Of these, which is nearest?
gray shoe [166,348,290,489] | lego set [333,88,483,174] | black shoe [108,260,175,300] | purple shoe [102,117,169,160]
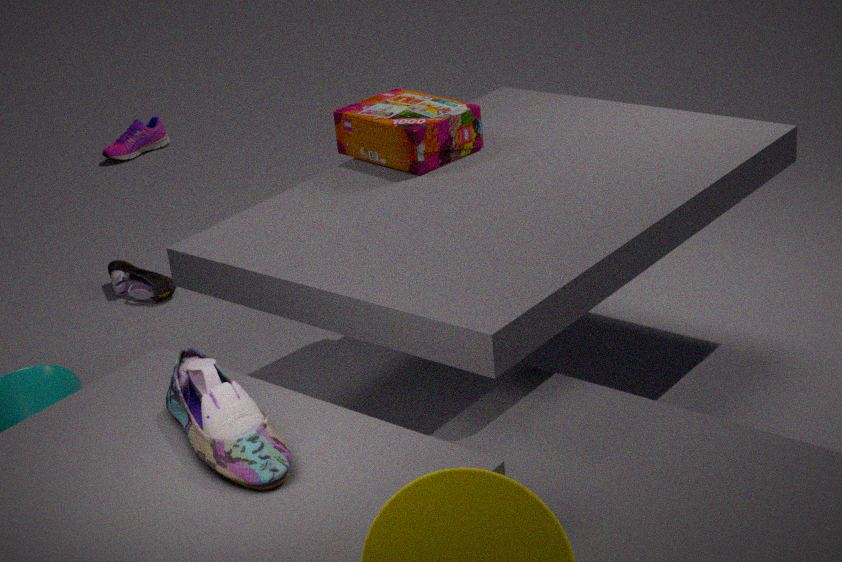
gray shoe [166,348,290,489]
